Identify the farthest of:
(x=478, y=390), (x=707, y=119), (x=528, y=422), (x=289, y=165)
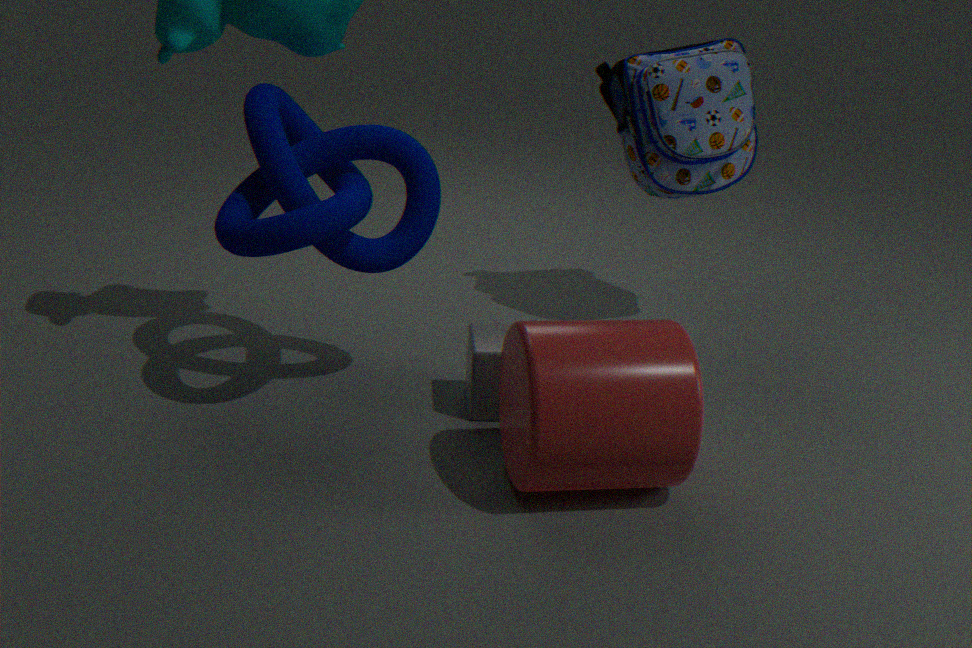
(x=707, y=119)
